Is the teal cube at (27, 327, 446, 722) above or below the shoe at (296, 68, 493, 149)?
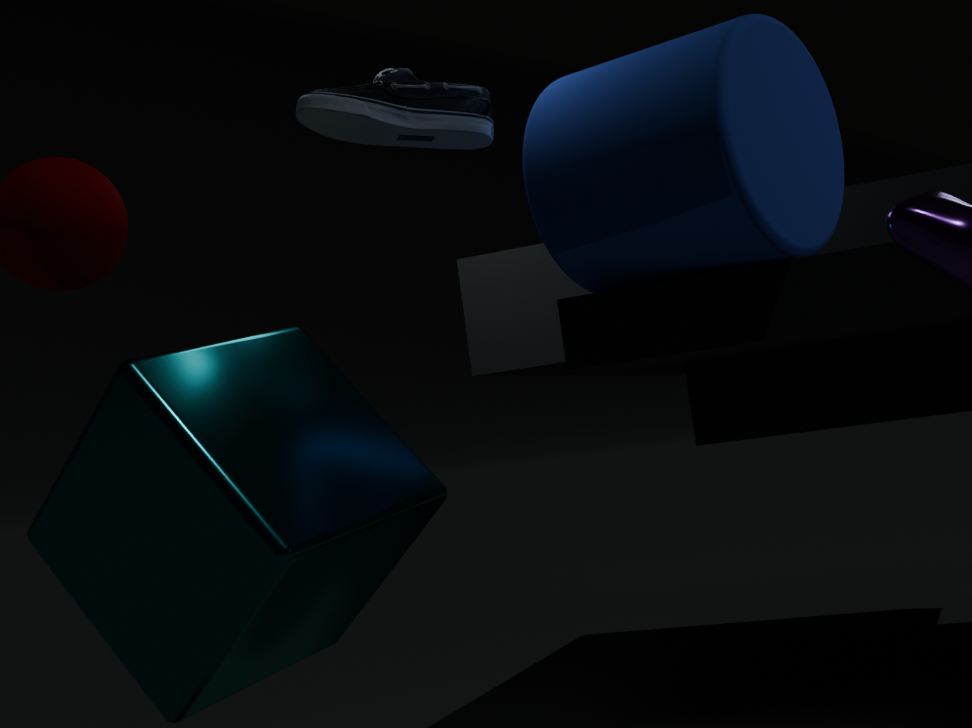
below
